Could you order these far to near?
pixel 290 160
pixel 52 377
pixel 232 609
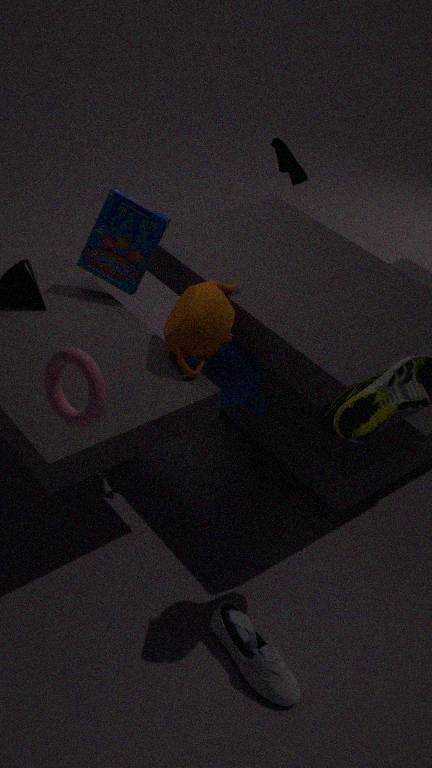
pixel 290 160 < pixel 232 609 < pixel 52 377
